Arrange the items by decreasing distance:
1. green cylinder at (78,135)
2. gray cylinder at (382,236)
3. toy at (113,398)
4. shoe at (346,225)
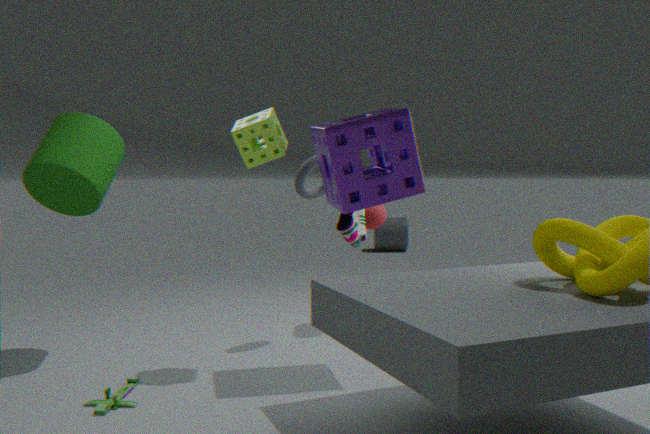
gray cylinder at (382,236), shoe at (346,225), green cylinder at (78,135), toy at (113,398)
